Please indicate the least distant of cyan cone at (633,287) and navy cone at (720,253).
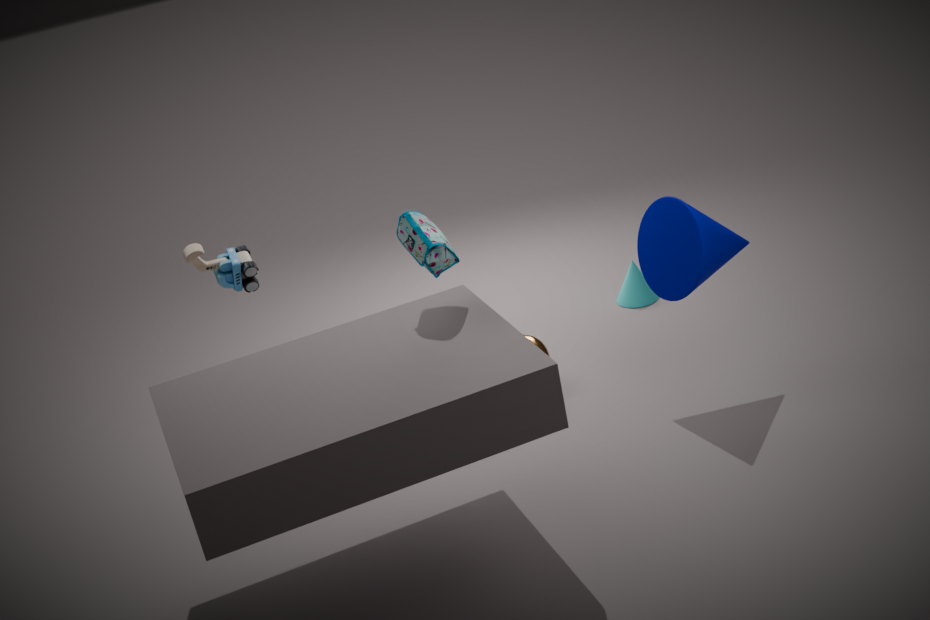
navy cone at (720,253)
